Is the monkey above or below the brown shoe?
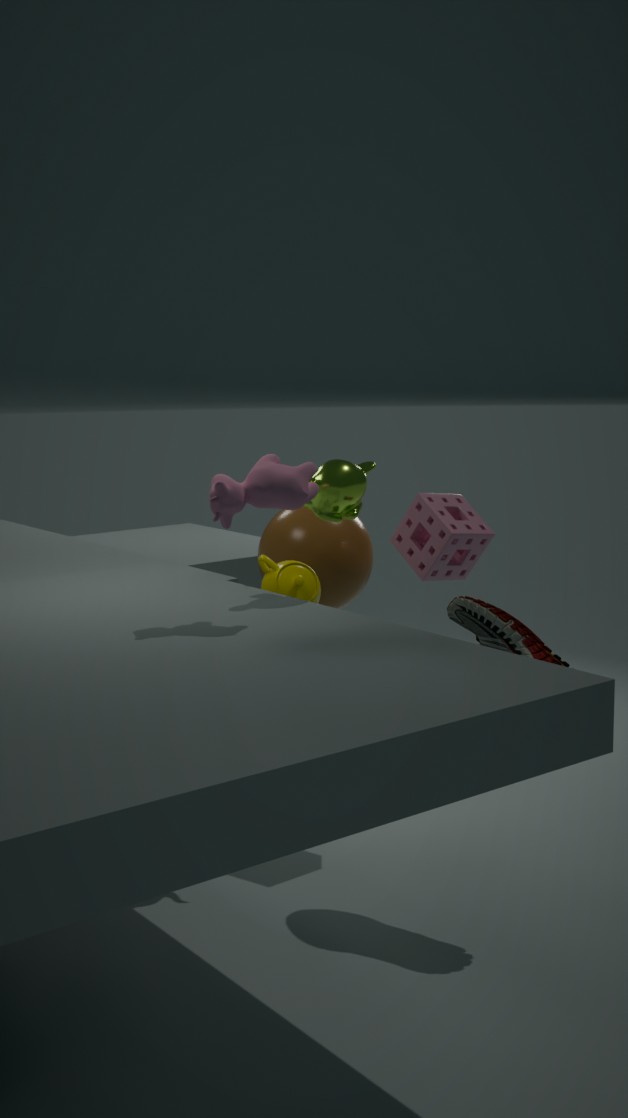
above
